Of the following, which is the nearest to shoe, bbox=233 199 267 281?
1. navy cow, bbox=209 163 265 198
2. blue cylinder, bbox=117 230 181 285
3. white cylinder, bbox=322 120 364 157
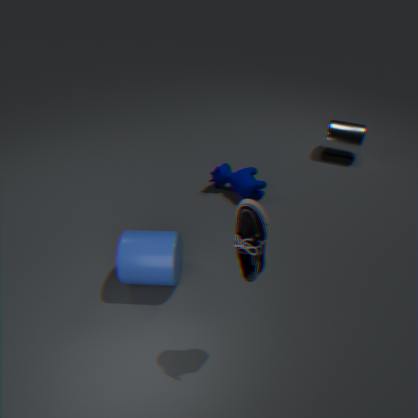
blue cylinder, bbox=117 230 181 285
